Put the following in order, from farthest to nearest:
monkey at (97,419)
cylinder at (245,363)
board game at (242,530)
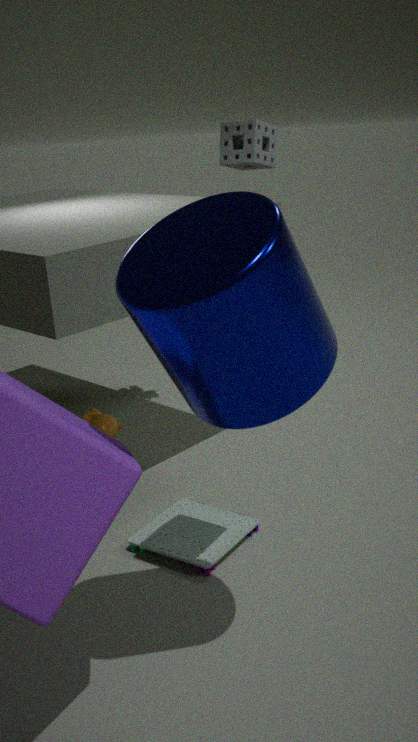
monkey at (97,419), board game at (242,530), cylinder at (245,363)
